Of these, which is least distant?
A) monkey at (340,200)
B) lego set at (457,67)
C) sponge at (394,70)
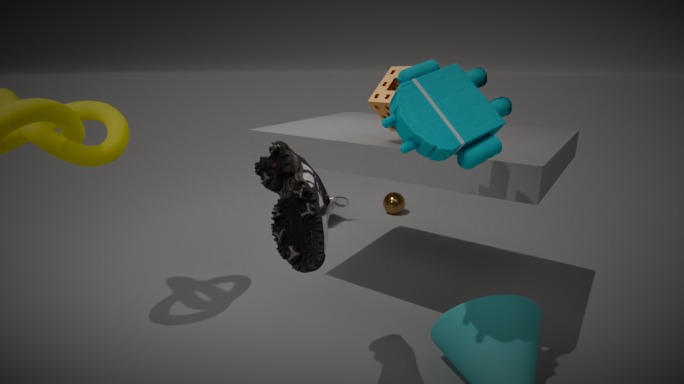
lego set at (457,67)
